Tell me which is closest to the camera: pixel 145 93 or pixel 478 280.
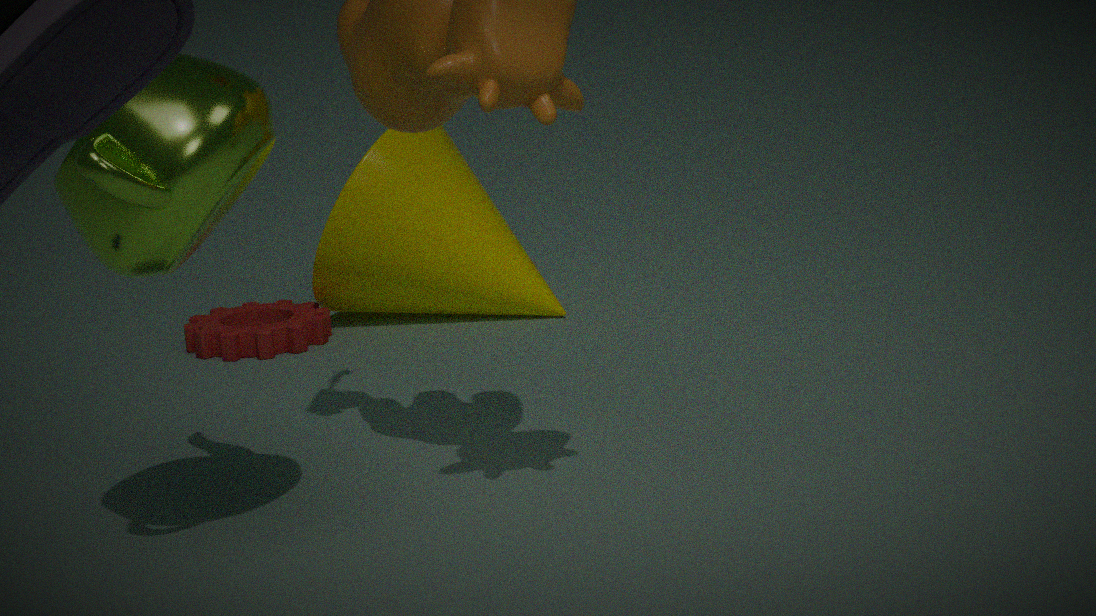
pixel 145 93
